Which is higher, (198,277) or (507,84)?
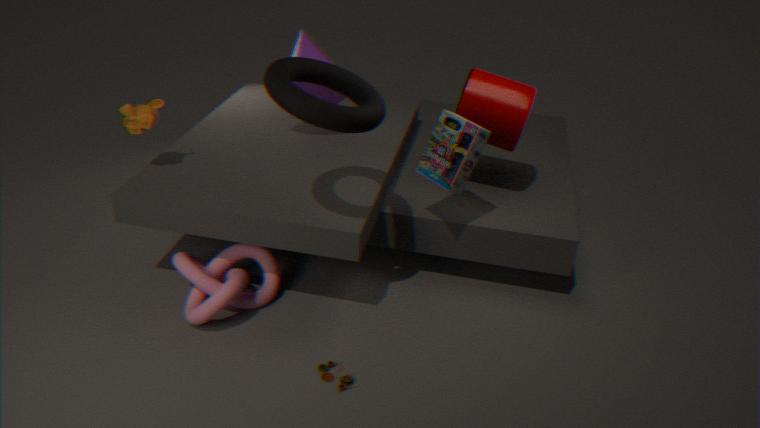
(507,84)
